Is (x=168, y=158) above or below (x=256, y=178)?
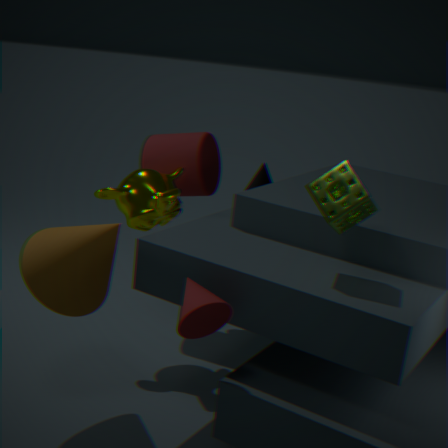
above
